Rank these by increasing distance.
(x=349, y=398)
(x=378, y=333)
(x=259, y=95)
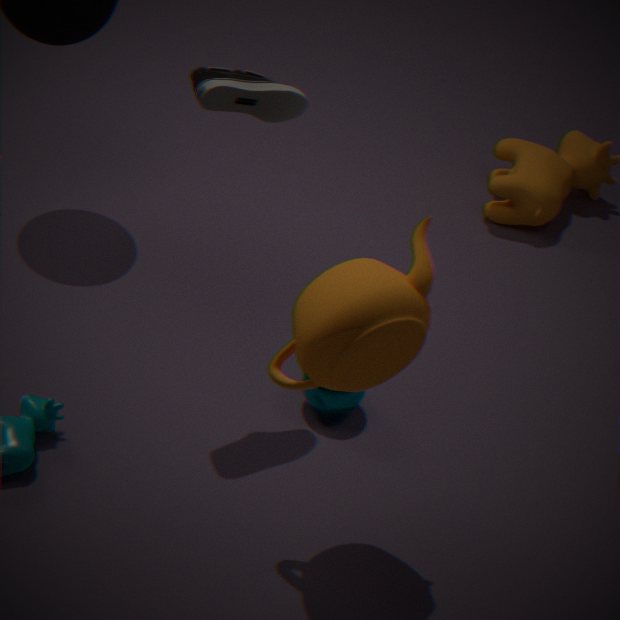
(x=378, y=333)
(x=259, y=95)
(x=349, y=398)
